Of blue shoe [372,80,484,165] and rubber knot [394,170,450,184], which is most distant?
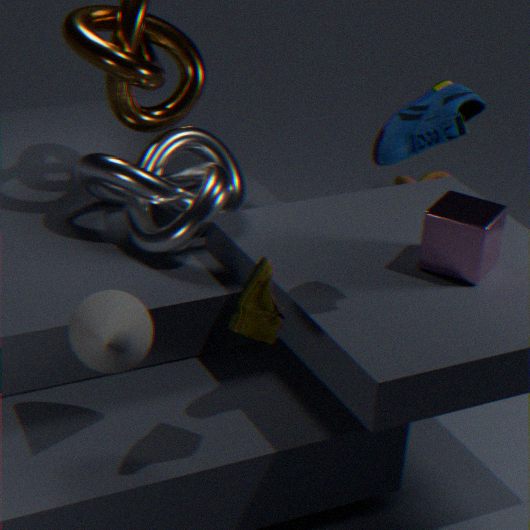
rubber knot [394,170,450,184]
